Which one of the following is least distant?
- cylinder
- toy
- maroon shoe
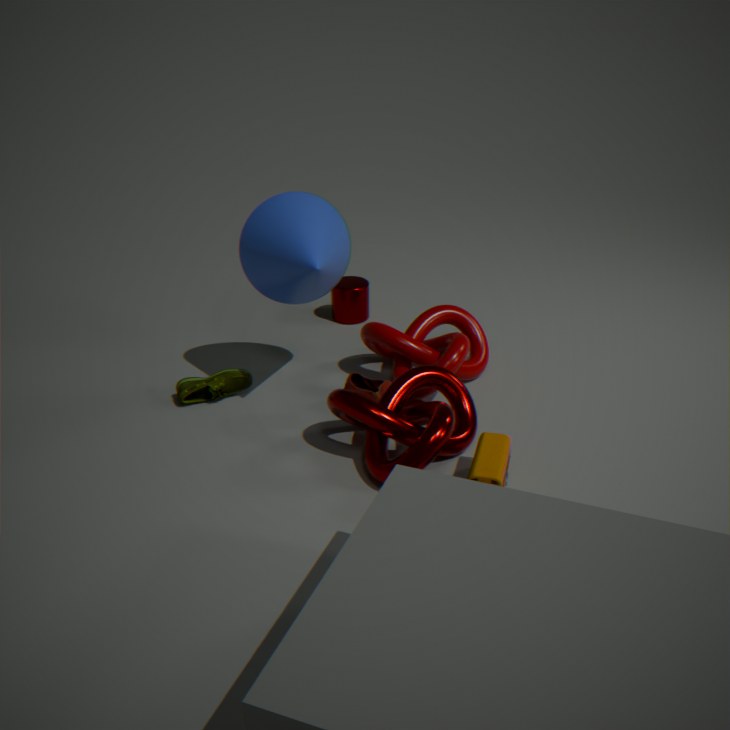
toy
